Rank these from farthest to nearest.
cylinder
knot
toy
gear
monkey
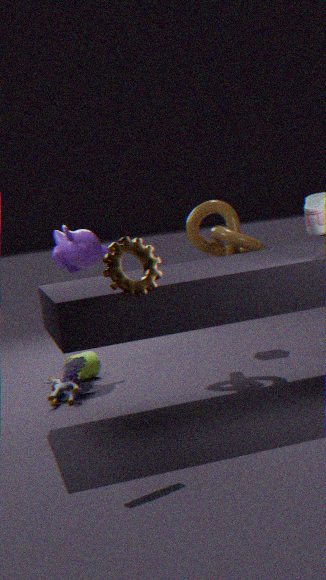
cylinder
monkey
knot
toy
gear
